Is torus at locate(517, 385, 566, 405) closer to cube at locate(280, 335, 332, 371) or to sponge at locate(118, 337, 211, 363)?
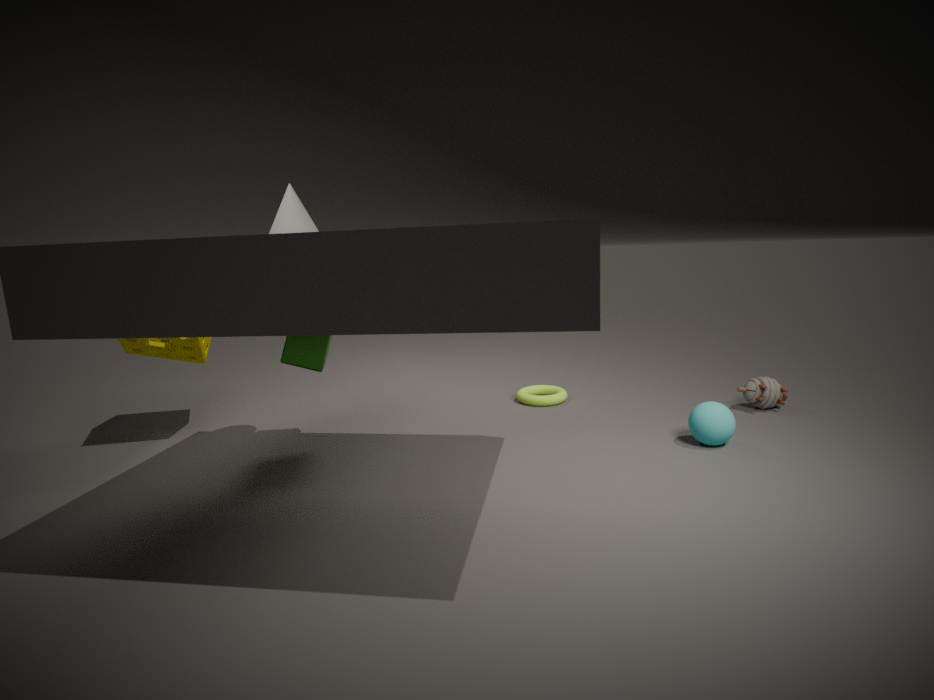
cube at locate(280, 335, 332, 371)
